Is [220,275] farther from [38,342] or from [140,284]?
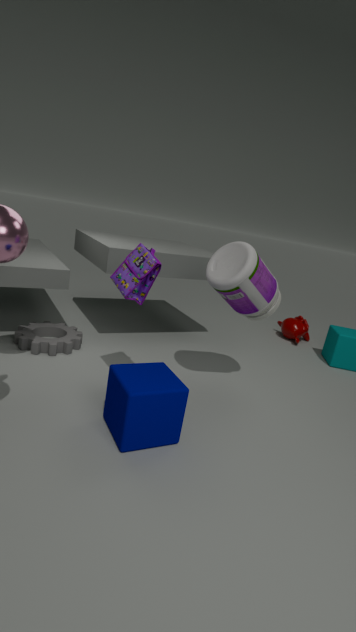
[38,342]
